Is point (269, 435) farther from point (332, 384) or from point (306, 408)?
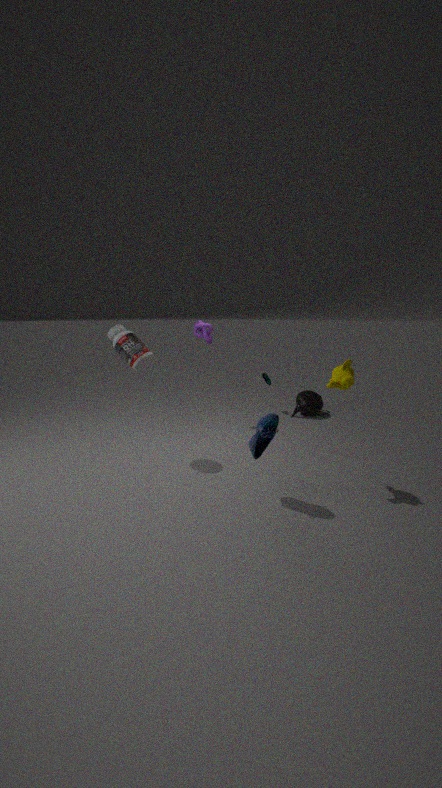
point (306, 408)
